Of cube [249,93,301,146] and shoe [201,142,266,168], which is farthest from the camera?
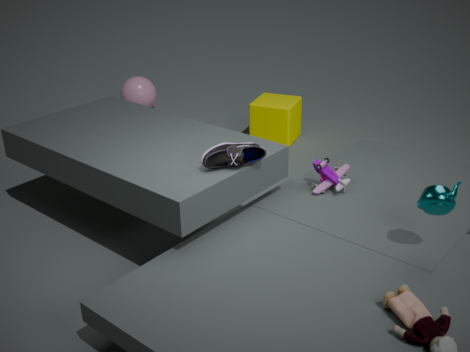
cube [249,93,301,146]
